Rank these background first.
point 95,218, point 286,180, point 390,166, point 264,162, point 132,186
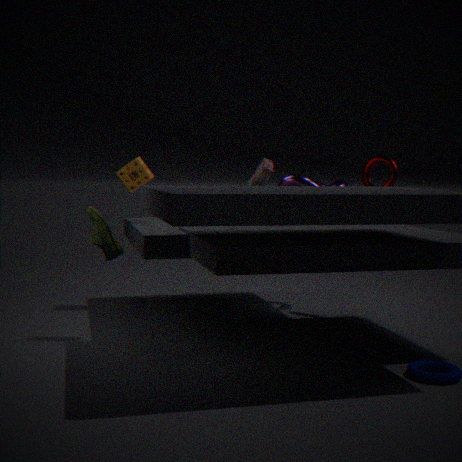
point 132,186, point 286,180, point 390,166, point 264,162, point 95,218
